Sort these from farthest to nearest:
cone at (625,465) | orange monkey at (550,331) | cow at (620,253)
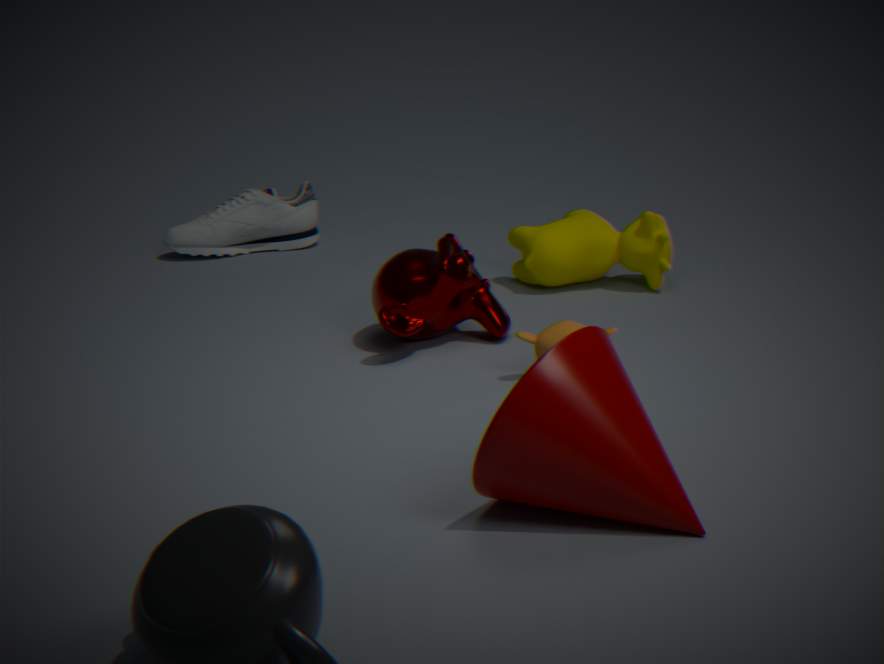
1. cow at (620,253)
2. orange monkey at (550,331)
3. cone at (625,465)
